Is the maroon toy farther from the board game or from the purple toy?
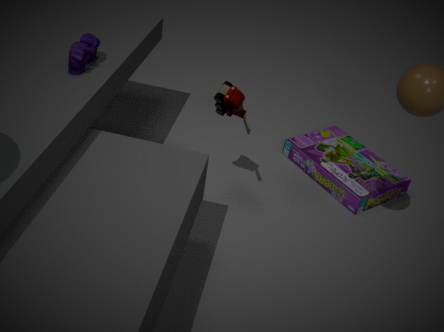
the board game
